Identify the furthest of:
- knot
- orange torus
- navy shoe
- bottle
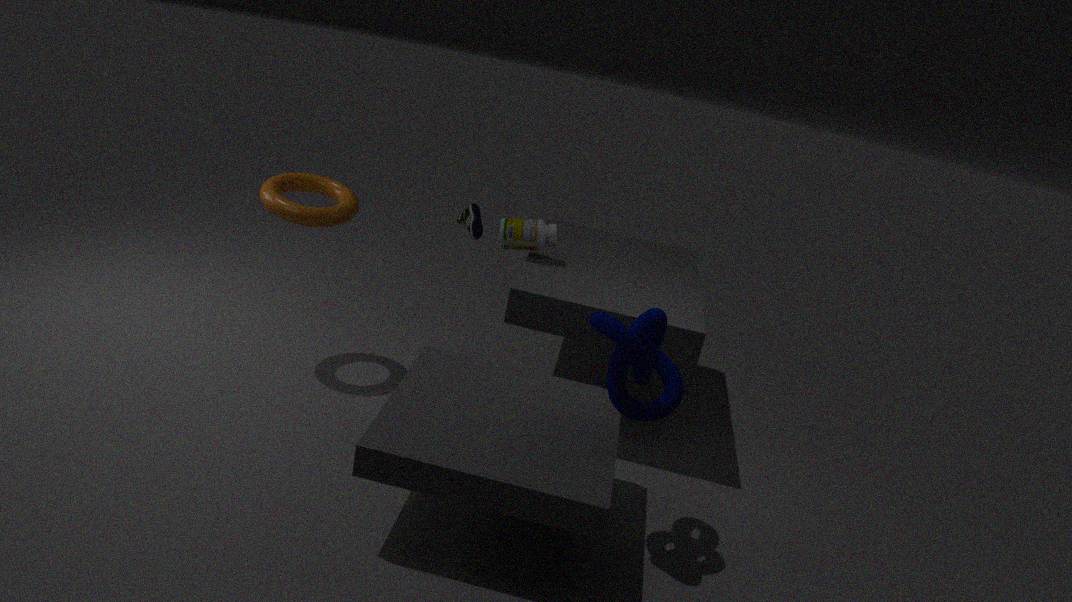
navy shoe
